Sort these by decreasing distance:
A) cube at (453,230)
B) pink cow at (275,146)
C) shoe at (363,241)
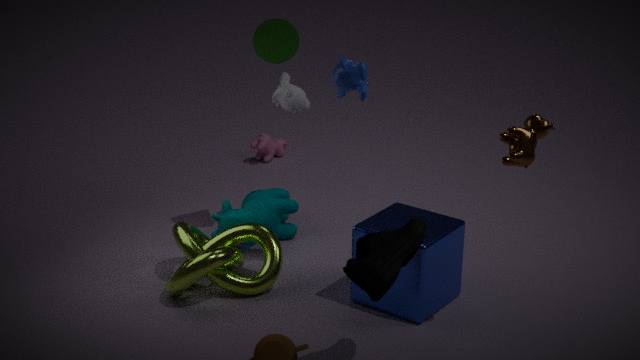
pink cow at (275,146) < cube at (453,230) < shoe at (363,241)
